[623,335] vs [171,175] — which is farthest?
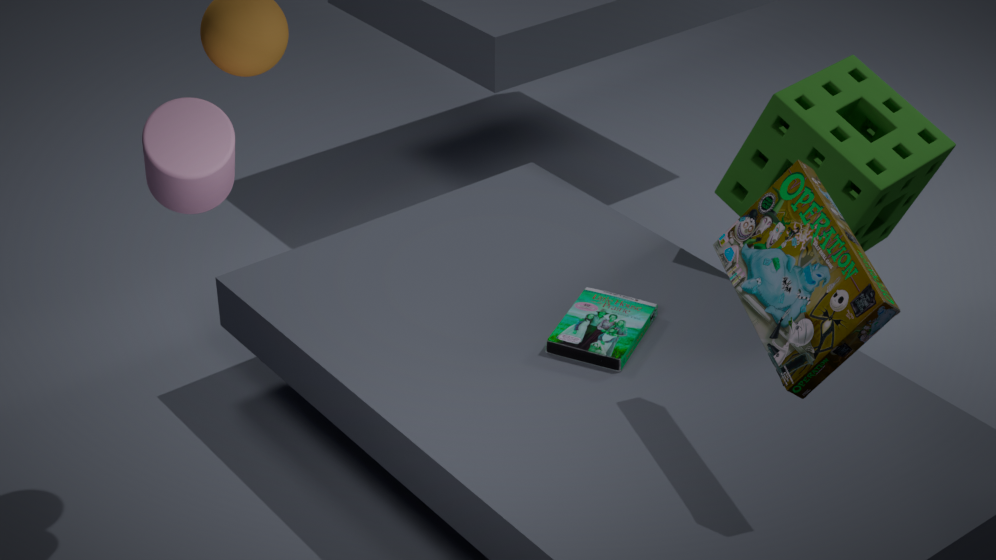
[623,335]
